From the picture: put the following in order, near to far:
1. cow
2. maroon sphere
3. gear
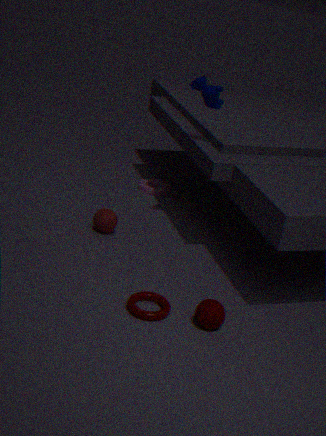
1. maroon sphere
2. cow
3. gear
